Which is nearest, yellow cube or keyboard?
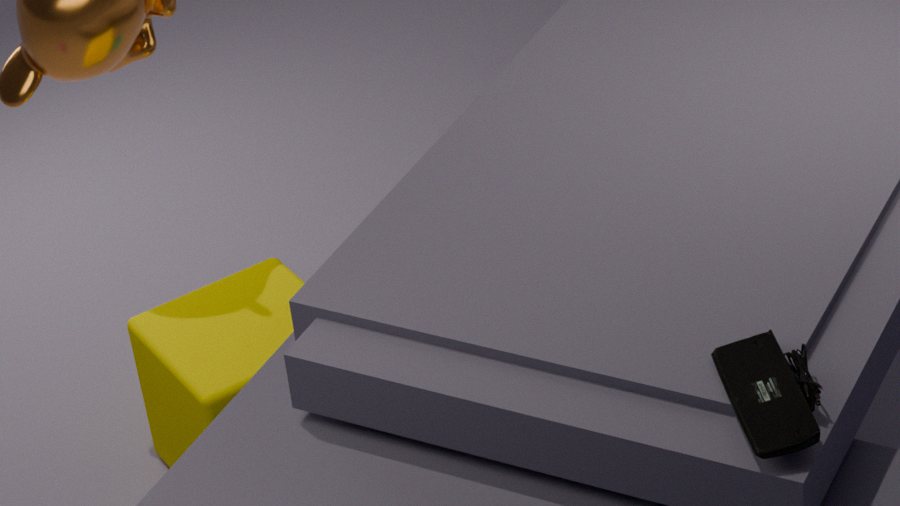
keyboard
